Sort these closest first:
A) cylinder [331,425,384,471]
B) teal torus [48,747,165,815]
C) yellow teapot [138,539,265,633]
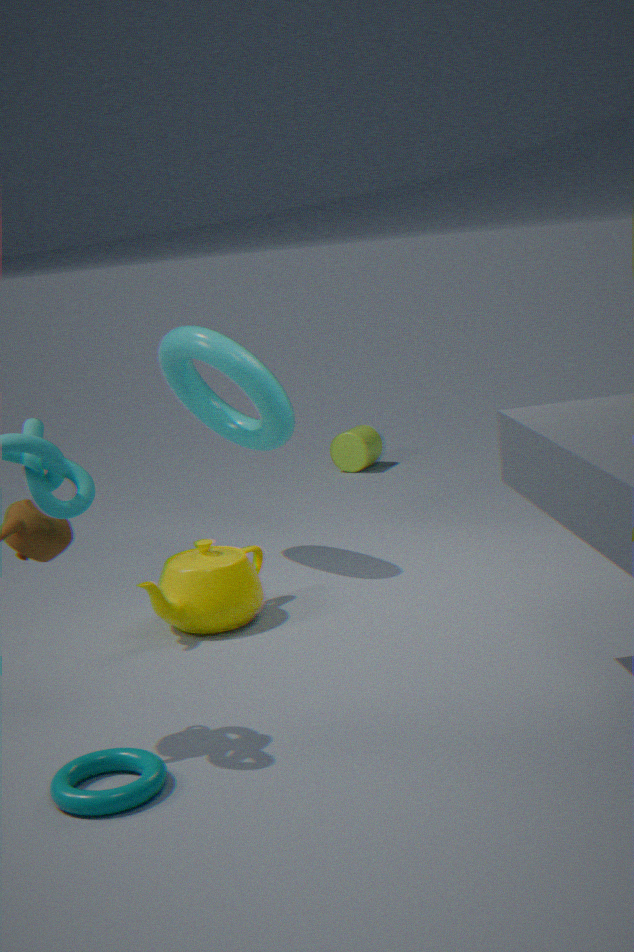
teal torus [48,747,165,815] → yellow teapot [138,539,265,633] → cylinder [331,425,384,471]
